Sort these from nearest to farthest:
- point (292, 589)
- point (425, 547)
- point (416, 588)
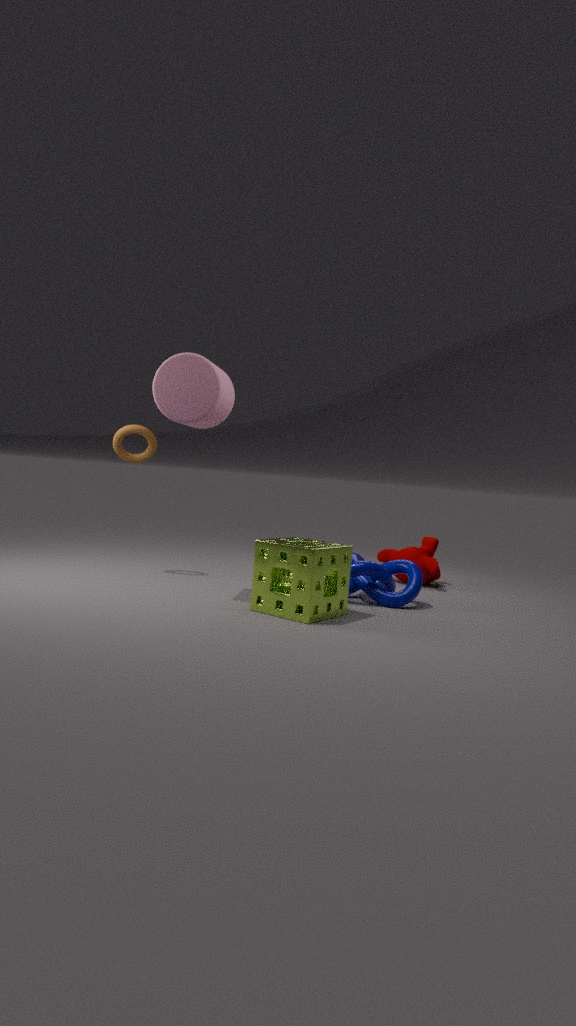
point (292, 589)
point (416, 588)
point (425, 547)
